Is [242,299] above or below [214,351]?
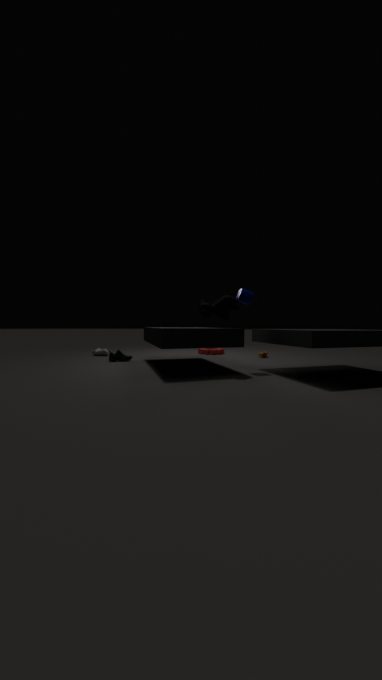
above
